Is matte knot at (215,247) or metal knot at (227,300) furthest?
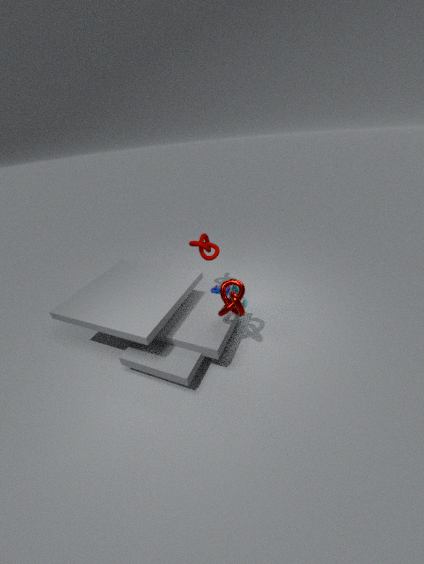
matte knot at (215,247)
